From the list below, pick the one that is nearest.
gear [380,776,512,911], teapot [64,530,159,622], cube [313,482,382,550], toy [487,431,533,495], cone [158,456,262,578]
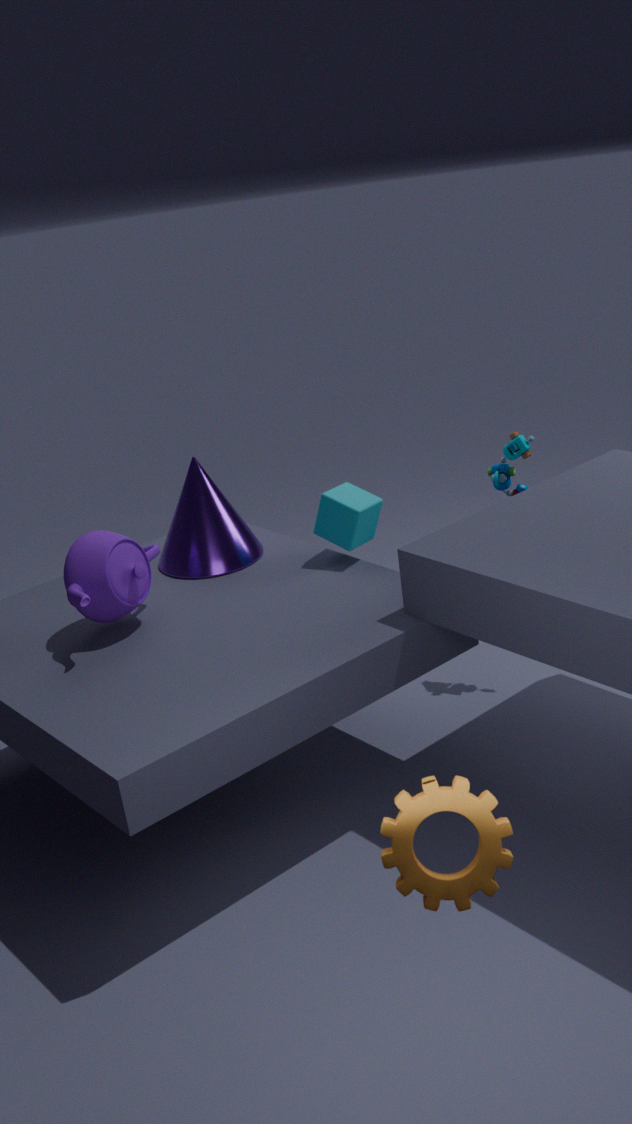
gear [380,776,512,911]
